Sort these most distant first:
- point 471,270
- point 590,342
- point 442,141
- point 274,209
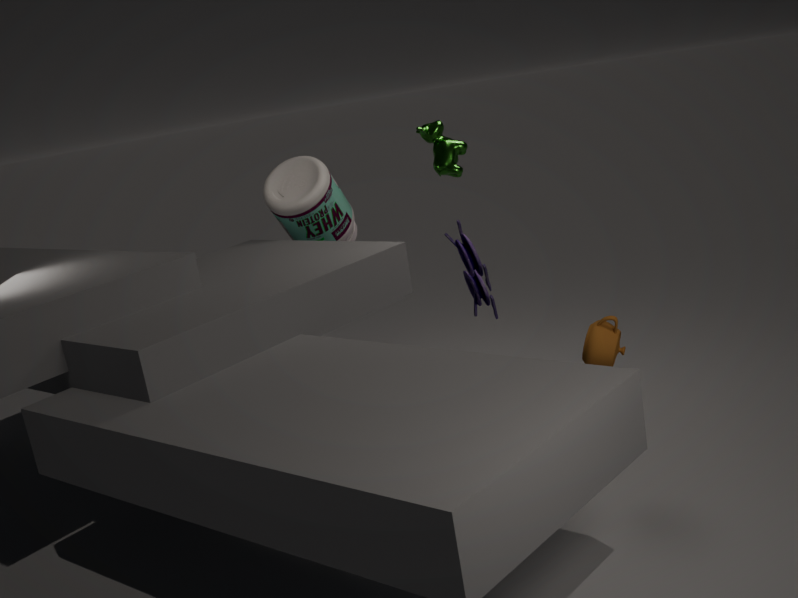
point 274,209 < point 442,141 < point 471,270 < point 590,342
